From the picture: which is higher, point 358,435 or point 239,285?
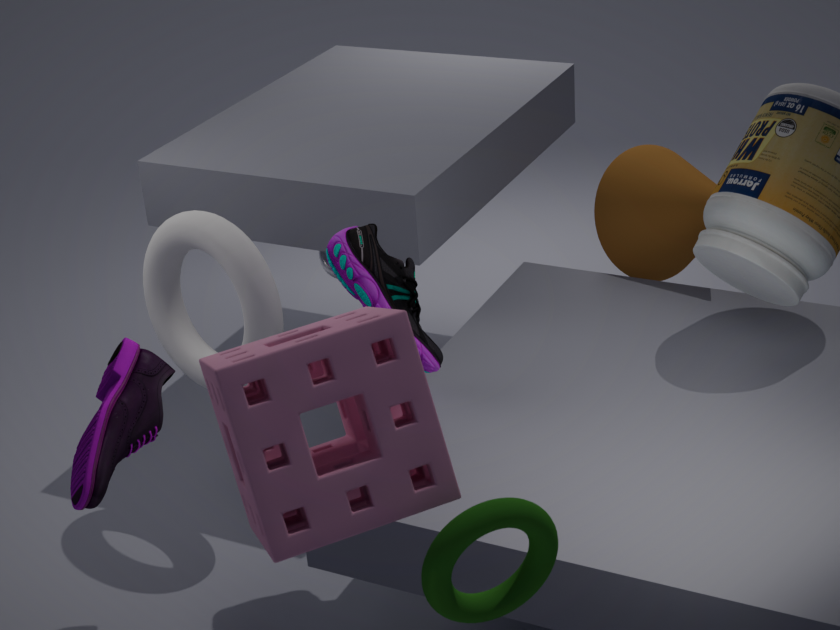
point 358,435
